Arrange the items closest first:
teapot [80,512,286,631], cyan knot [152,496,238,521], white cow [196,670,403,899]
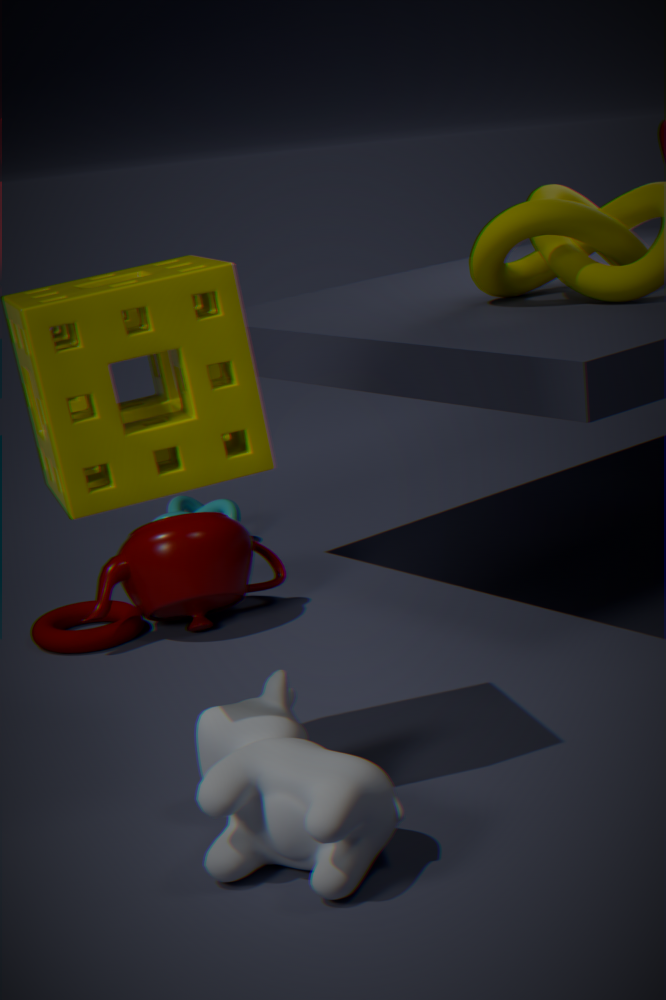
white cow [196,670,403,899]
teapot [80,512,286,631]
cyan knot [152,496,238,521]
